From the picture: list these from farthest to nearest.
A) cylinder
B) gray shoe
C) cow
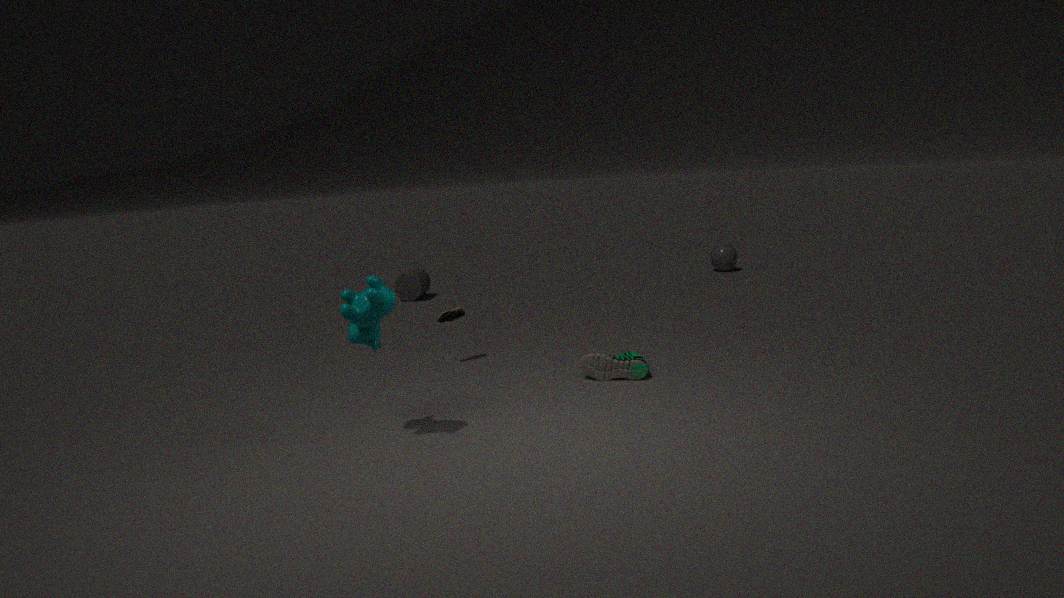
cylinder, gray shoe, cow
